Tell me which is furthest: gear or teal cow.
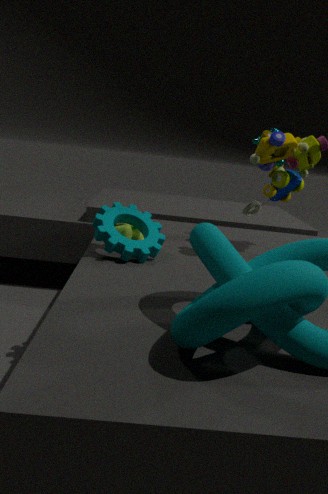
teal cow
